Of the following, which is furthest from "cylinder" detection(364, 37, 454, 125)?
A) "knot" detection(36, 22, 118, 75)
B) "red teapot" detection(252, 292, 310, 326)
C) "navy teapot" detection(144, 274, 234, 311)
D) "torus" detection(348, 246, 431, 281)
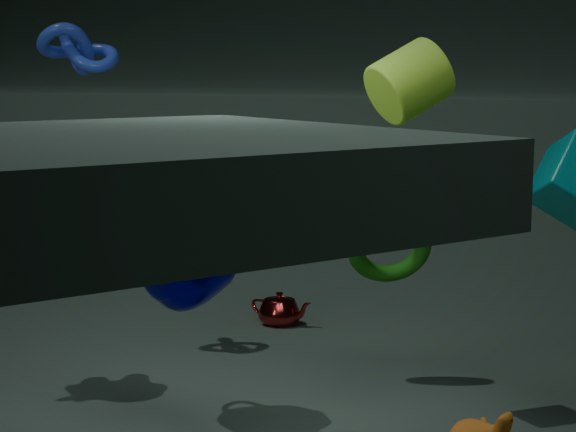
"red teapot" detection(252, 292, 310, 326)
